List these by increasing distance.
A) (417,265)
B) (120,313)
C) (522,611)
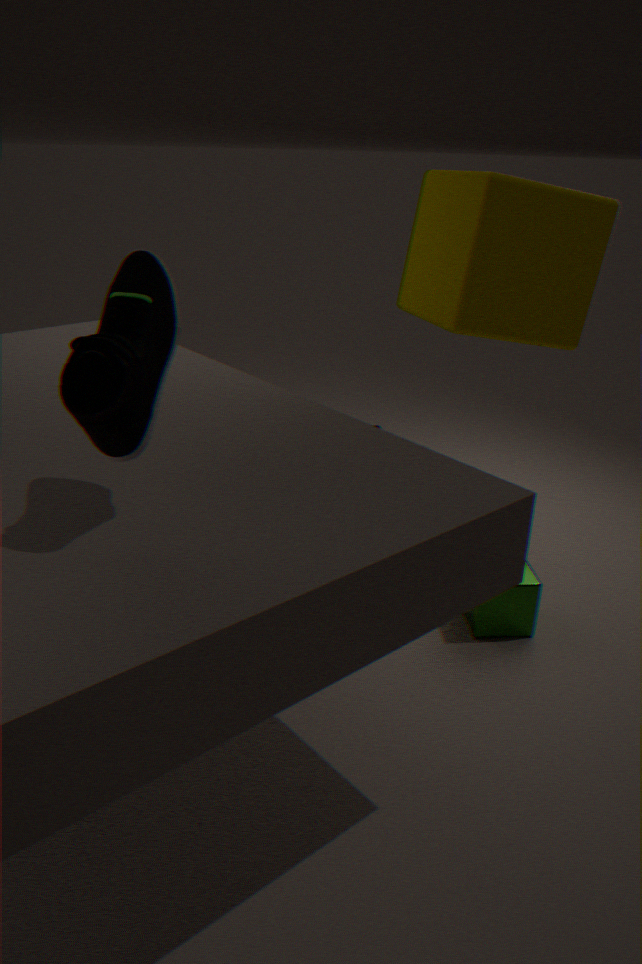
(120,313)
(417,265)
(522,611)
